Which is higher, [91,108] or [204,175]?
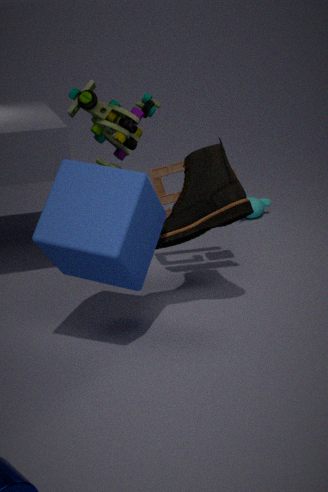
[91,108]
